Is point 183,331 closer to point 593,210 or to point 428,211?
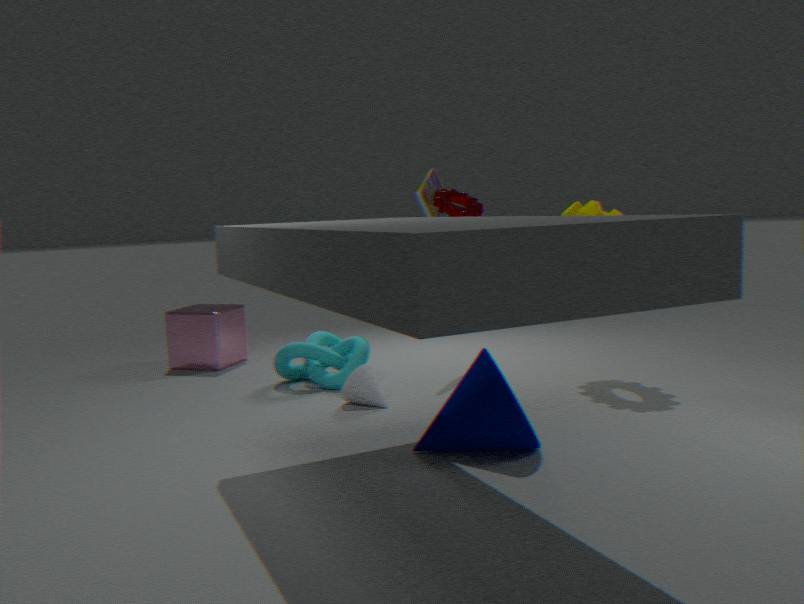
point 428,211
